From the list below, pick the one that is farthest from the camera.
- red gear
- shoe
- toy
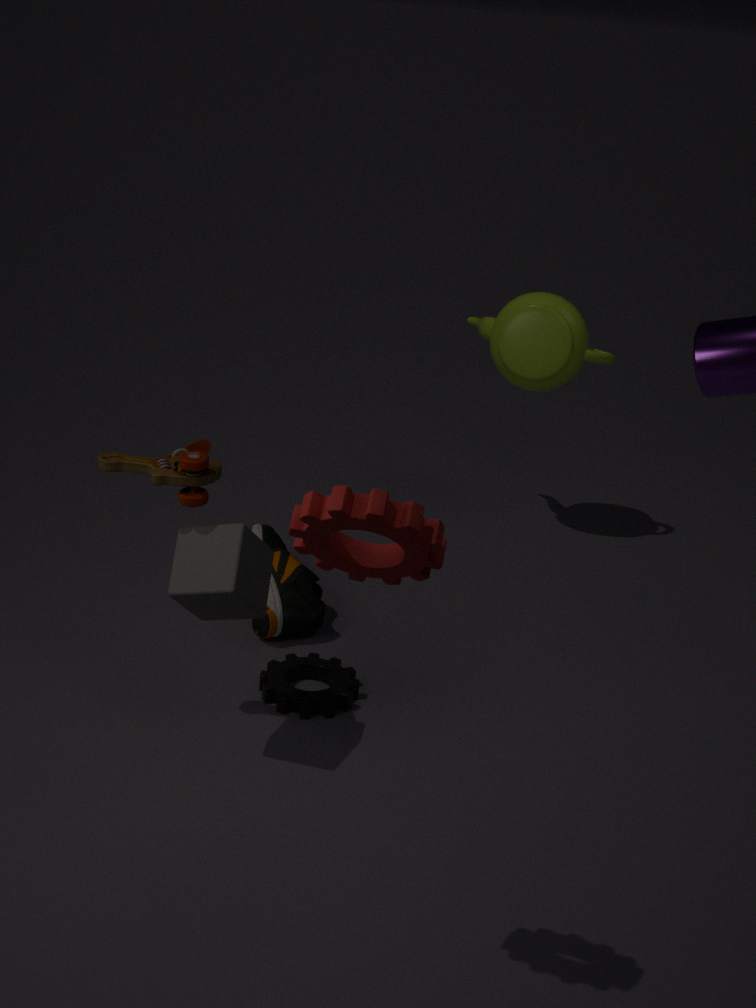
shoe
